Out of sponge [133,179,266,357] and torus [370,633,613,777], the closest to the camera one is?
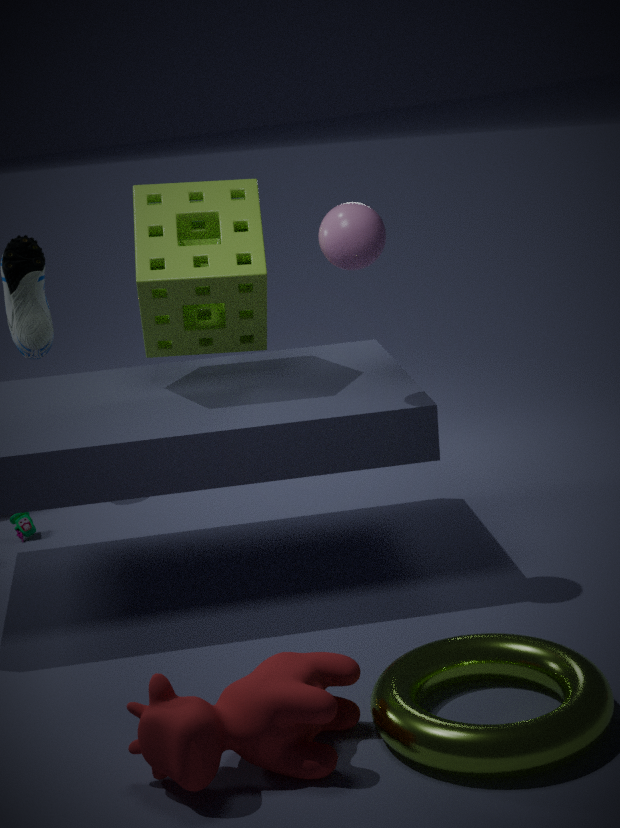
torus [370,633,613,777]
